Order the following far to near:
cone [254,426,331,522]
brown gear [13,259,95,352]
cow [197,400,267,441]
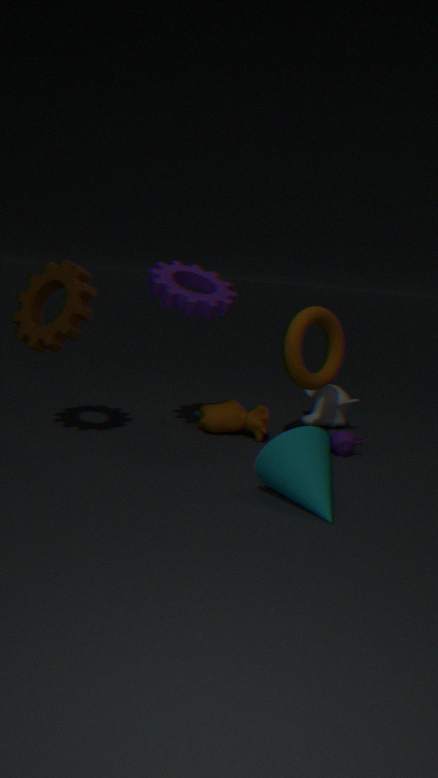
cow [197,400,267,441], brown gear [13,259,95,352], cone [254,426,331,522]
